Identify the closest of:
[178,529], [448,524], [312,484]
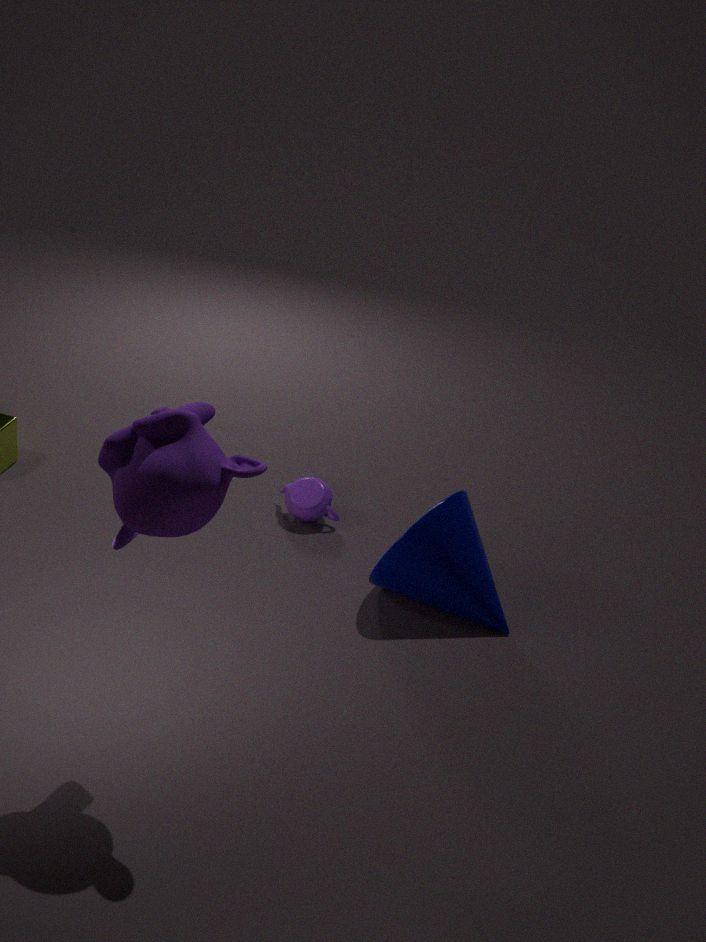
[178,529]
